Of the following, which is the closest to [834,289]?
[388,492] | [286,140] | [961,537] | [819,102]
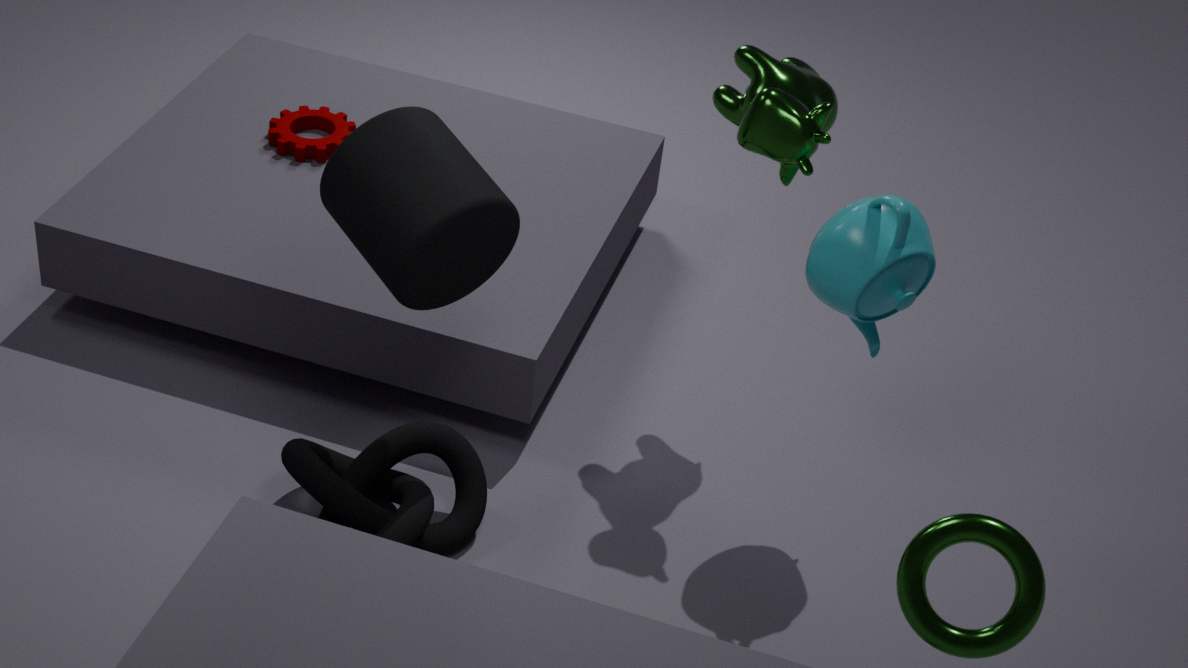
[819,102]
